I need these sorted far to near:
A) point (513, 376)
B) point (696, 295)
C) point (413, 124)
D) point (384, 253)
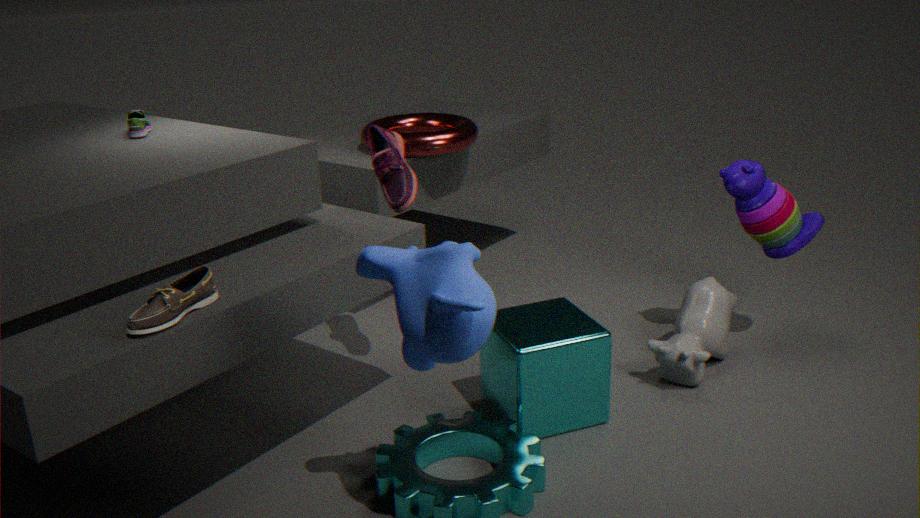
point (413, 124) < point (696, 295) < point (513, 376) < point (384, 253)
